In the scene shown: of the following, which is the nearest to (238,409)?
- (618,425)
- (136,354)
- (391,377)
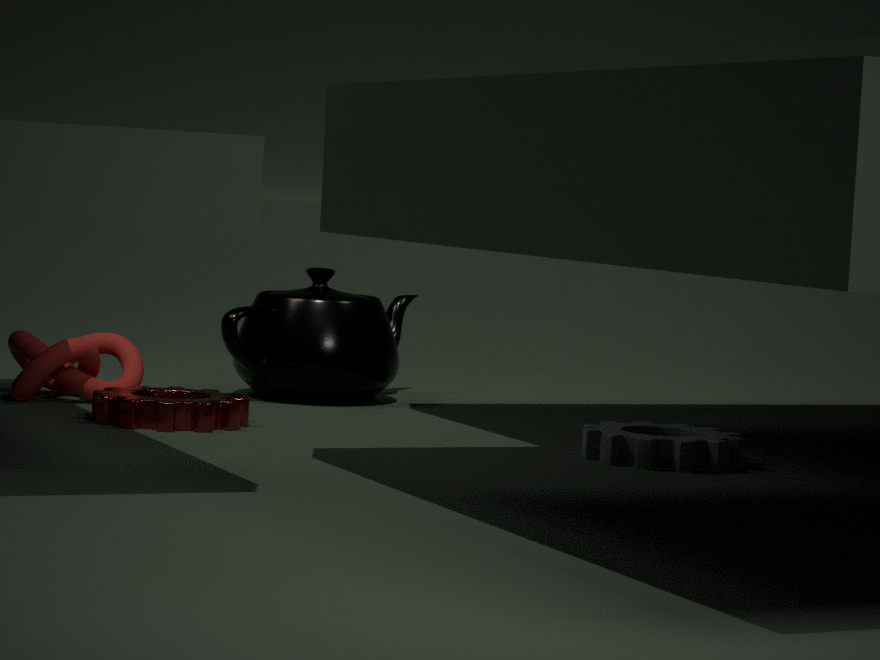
(136,354)
